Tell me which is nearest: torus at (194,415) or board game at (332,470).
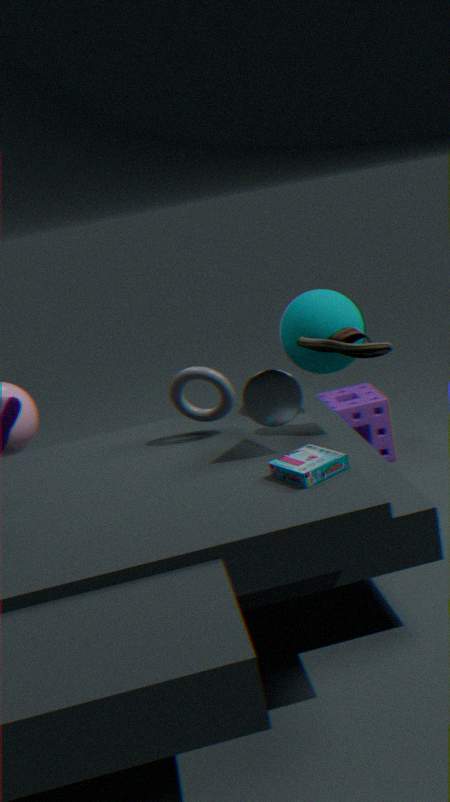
board game at (332,470)
